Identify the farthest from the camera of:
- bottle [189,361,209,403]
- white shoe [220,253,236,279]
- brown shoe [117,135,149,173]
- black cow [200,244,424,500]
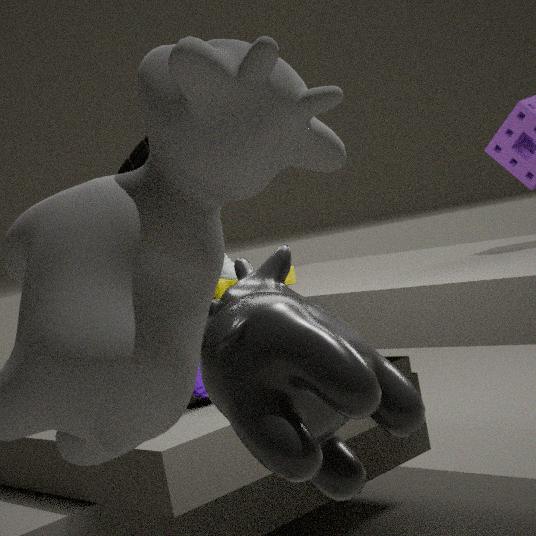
white shoe [220,253,236,279]
